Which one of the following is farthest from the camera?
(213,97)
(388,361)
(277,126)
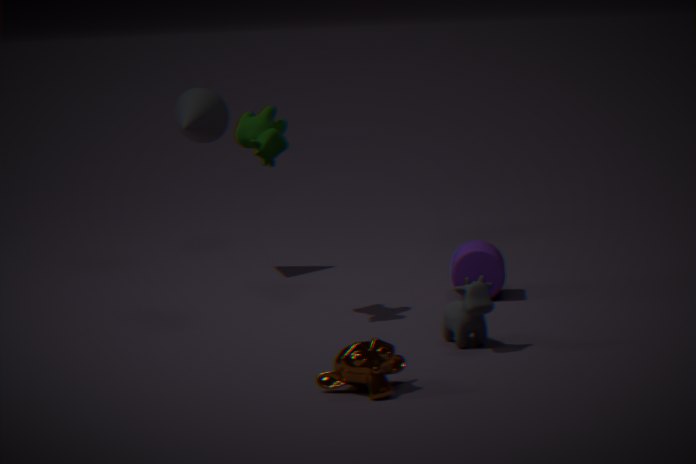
(213,97)
